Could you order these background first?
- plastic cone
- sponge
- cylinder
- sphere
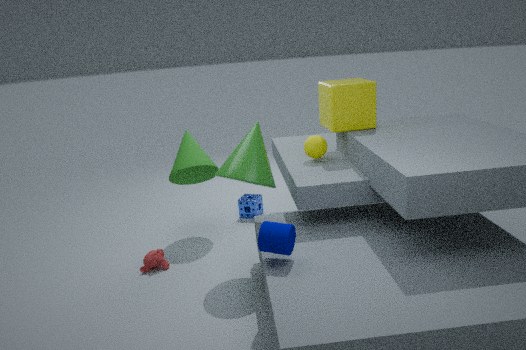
sponge < sphere < plastic cone < cylinder
